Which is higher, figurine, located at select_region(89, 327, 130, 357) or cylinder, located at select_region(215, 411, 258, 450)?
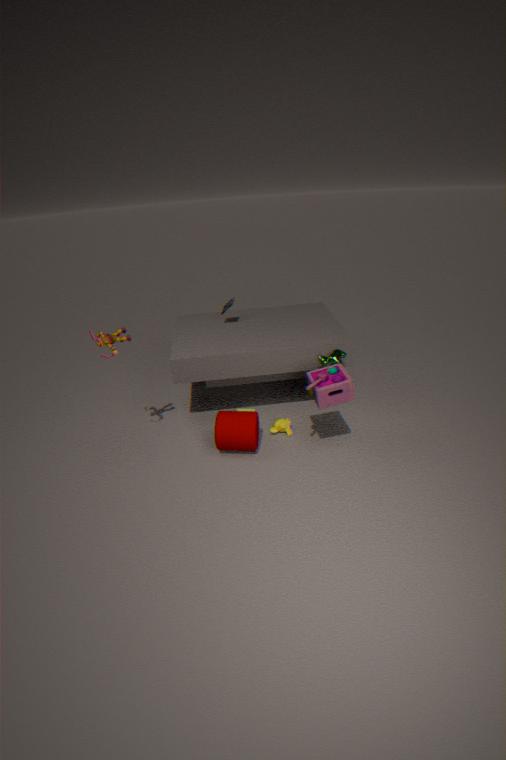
figurine, located at select_region(89, 327, 130, 357)
